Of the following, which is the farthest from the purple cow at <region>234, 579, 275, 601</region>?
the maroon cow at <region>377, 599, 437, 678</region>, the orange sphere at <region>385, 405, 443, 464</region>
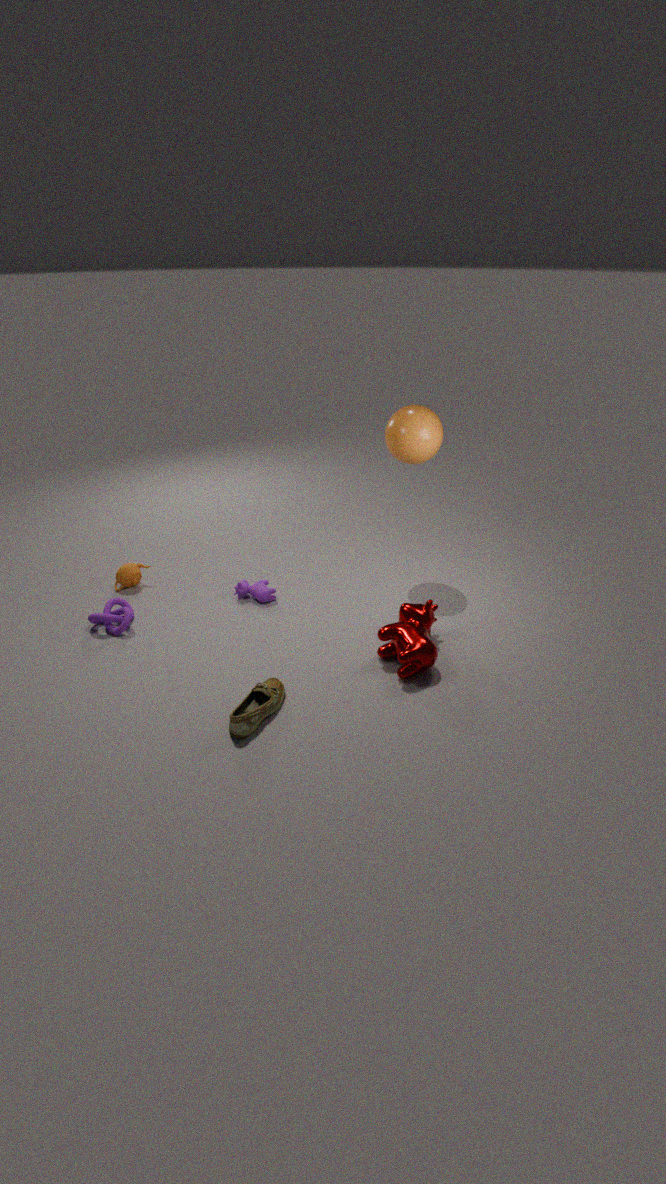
the orange sphere at <region>385, 405, 443, 464</region>
